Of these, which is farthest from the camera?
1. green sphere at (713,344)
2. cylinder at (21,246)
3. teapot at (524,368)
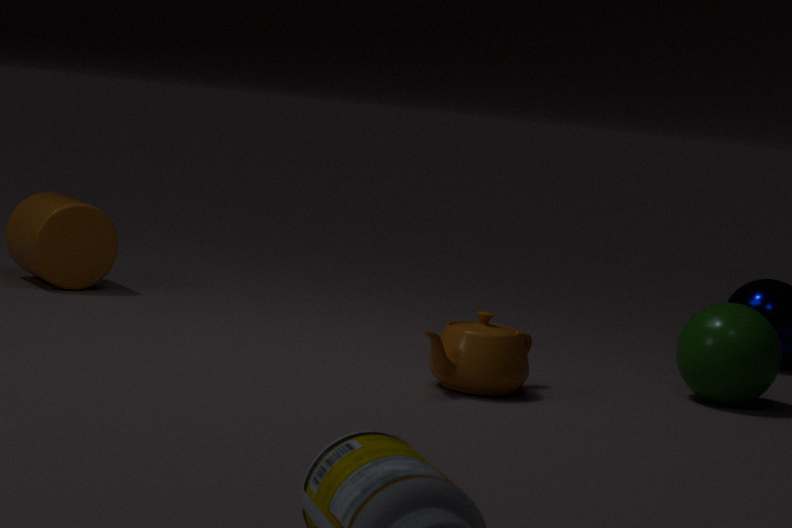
cylinder at (21,246)
